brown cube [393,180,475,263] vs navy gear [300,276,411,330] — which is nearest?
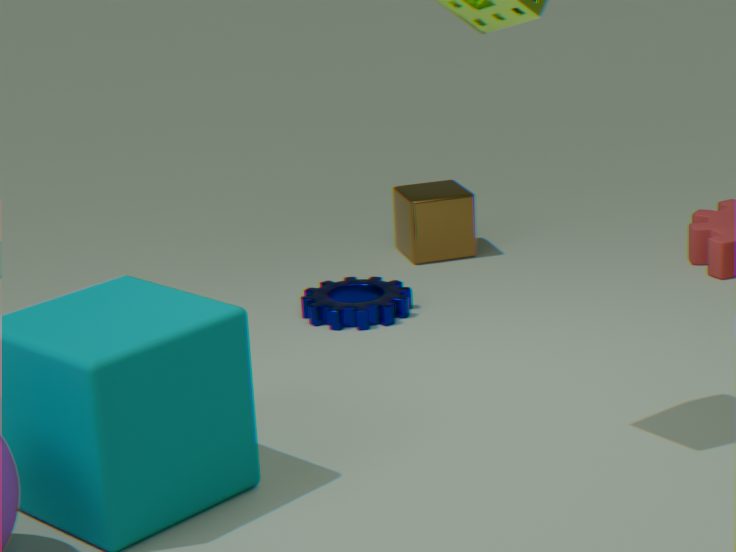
navy gear [300,276,411,330]
